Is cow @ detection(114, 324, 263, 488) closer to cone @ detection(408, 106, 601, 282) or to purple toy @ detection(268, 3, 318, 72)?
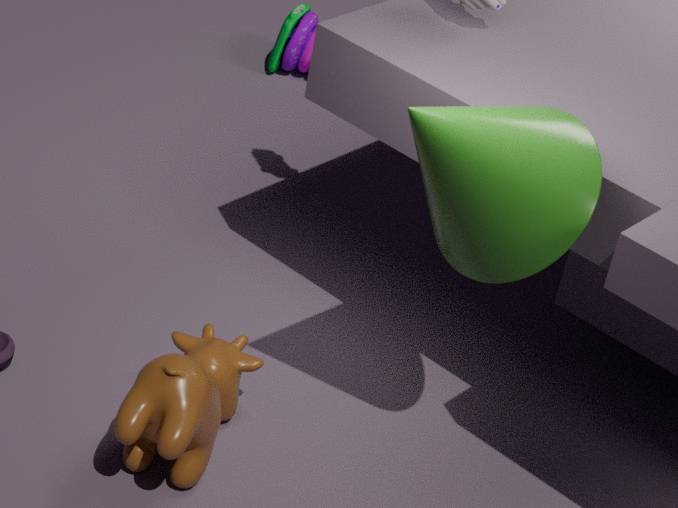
cone @ detection(408, 106, 601, 282)
